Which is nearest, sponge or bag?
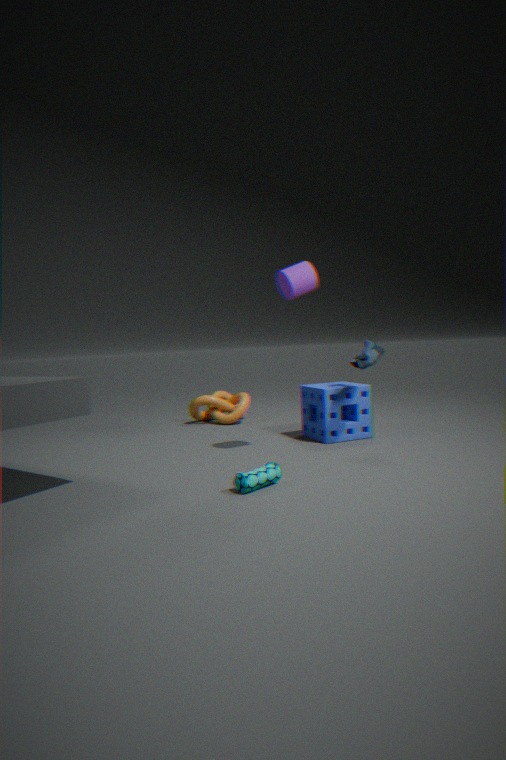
bag
